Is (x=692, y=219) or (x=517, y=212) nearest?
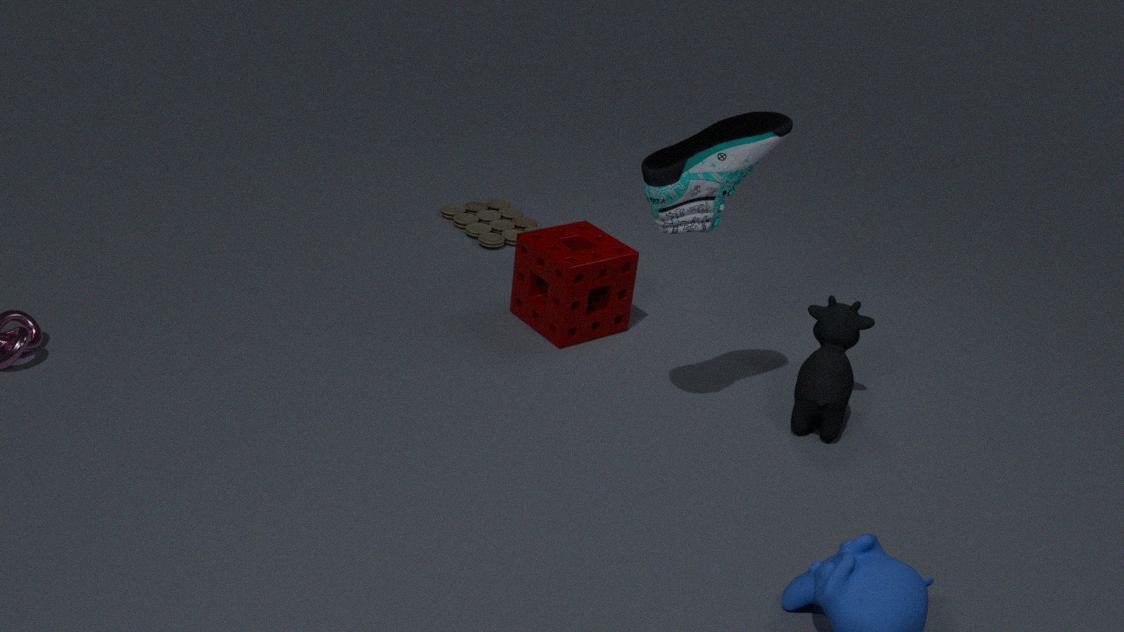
(x=692, y=219)
